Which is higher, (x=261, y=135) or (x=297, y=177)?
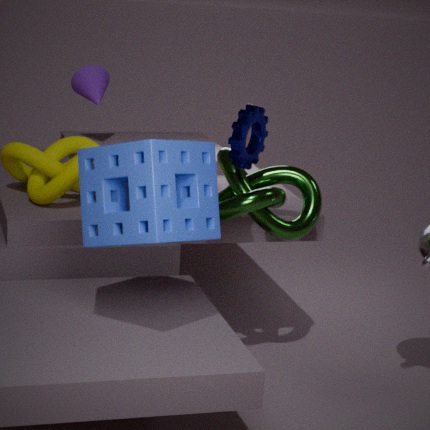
(x=261, y=135)
